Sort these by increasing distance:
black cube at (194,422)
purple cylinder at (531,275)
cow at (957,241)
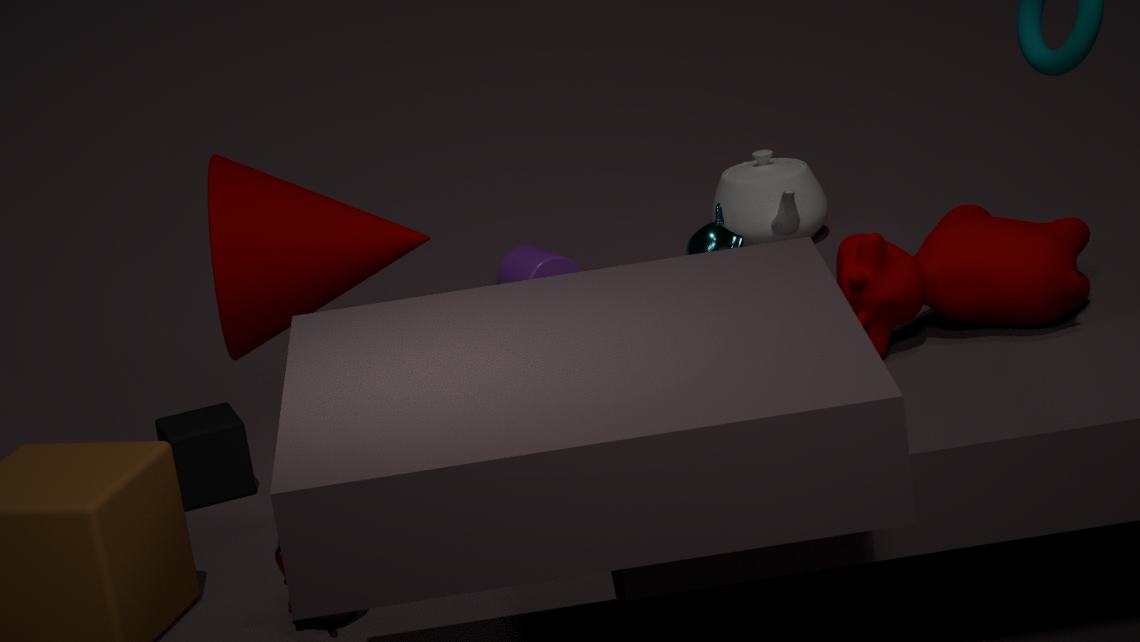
cow at (957,241) < black cube at (194,422) < purple cylinder at (531,275)
